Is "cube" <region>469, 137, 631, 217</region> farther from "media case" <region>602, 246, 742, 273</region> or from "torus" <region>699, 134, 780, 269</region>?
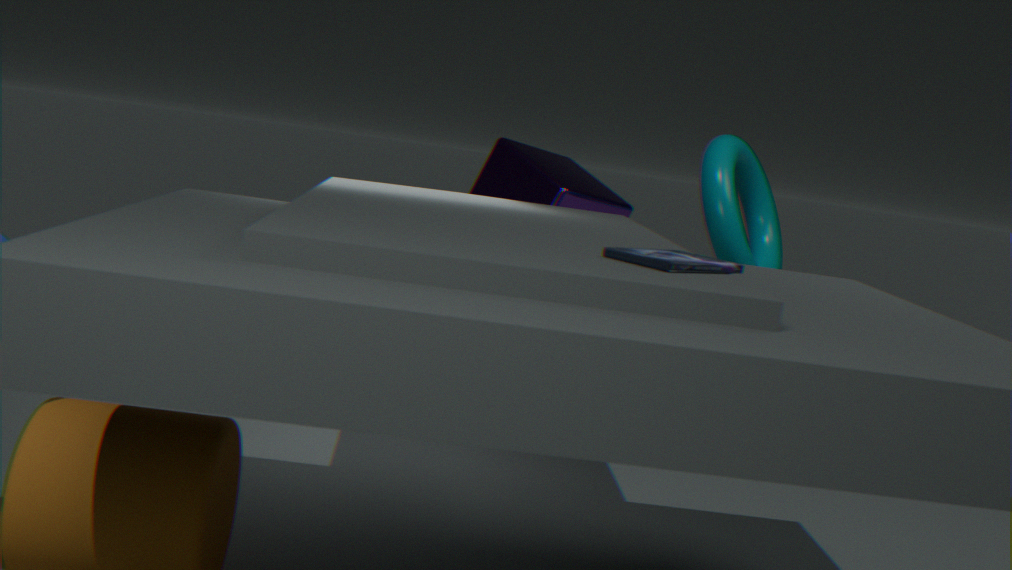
"media case" <region>602, 246, 742, 273</region>
